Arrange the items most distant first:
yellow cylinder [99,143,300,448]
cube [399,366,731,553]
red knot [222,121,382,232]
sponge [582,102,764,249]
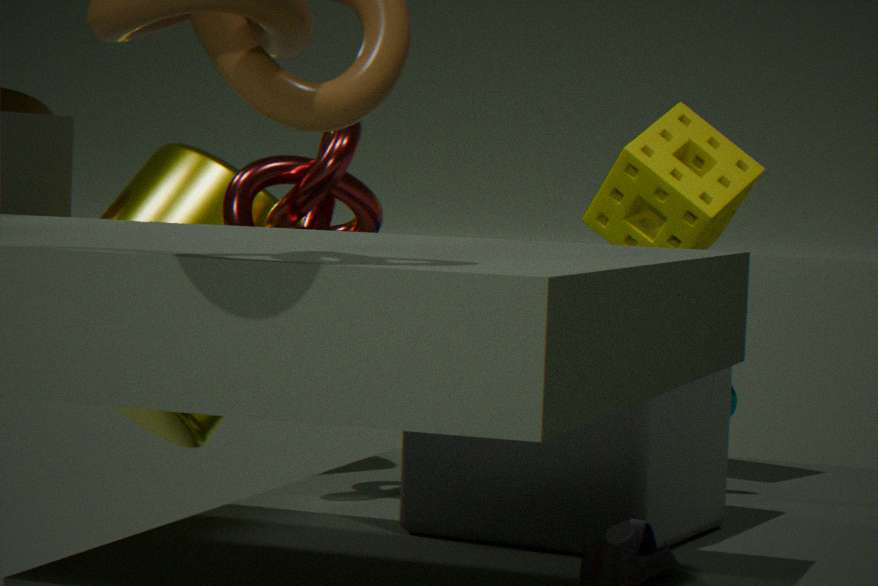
sponge [582,102,764,249], yellow cylinder [99,143,300,448], red knot [222,121,382,232], cube [399,366,731,553]
